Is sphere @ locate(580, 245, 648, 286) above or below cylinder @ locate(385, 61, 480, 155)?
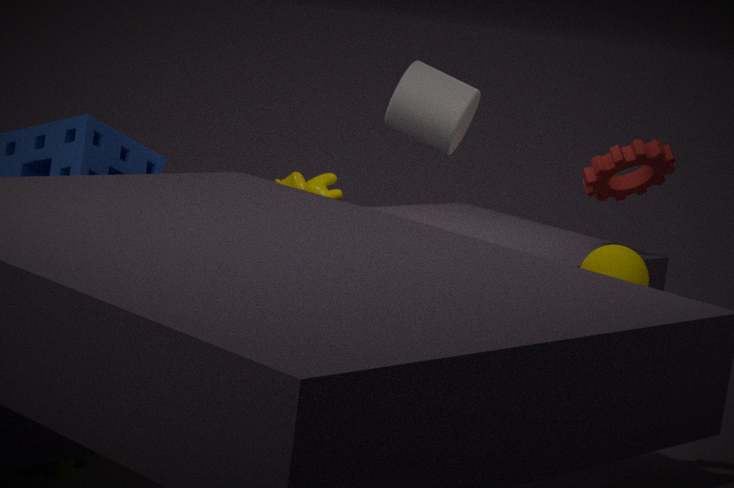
below
